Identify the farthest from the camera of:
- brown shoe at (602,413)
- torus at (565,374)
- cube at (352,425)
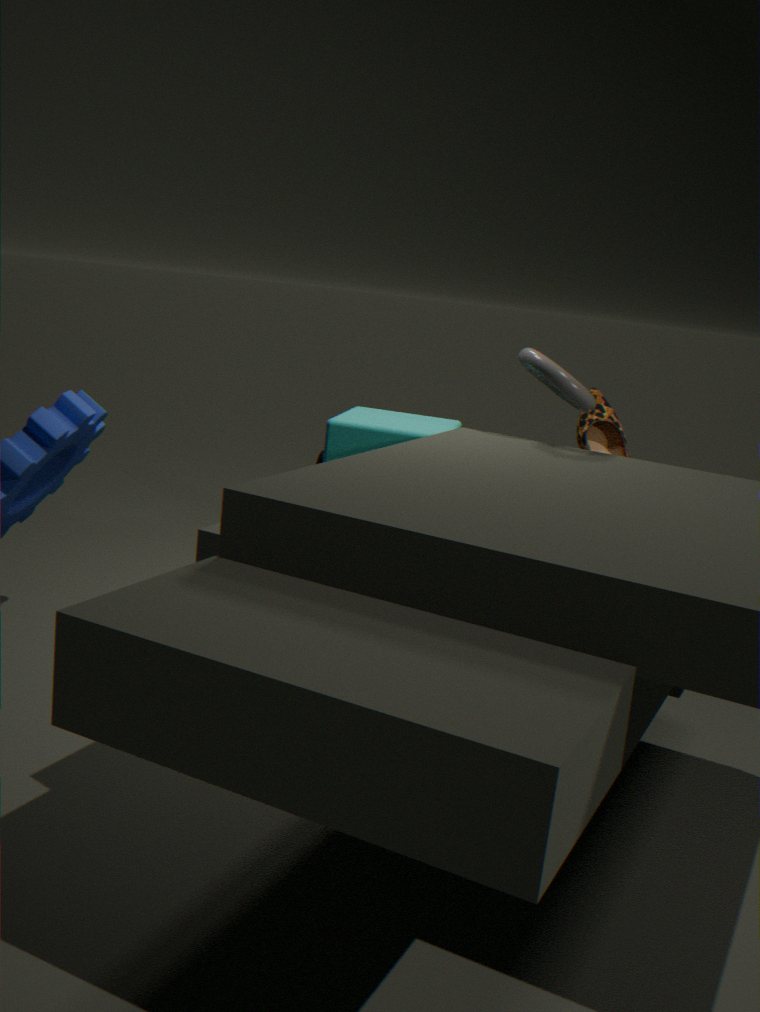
brown shoe at (602,413)
